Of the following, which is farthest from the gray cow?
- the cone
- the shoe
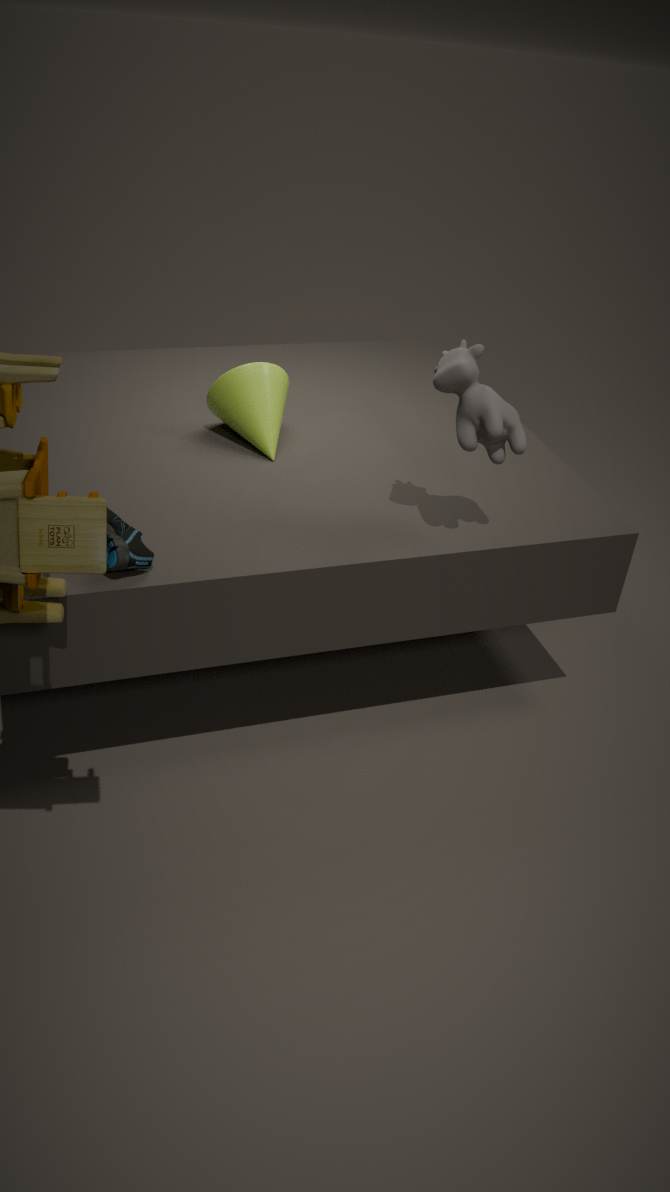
the shoe
